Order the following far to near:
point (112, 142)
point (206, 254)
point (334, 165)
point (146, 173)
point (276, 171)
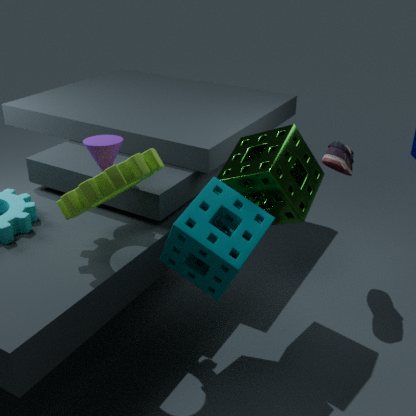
point (334, 165) < point (112, 142) < point (276, 171) < point (146, 173) < point (206, 254)
